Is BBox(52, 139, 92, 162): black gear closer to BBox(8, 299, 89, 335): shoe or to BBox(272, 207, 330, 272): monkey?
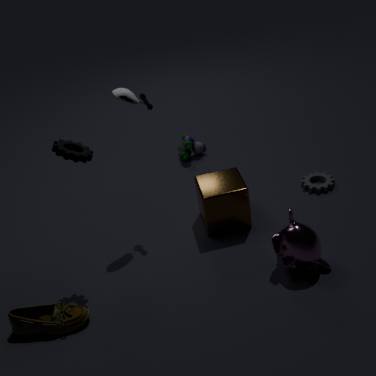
BBox(8, 299, 89, 335): shoe
